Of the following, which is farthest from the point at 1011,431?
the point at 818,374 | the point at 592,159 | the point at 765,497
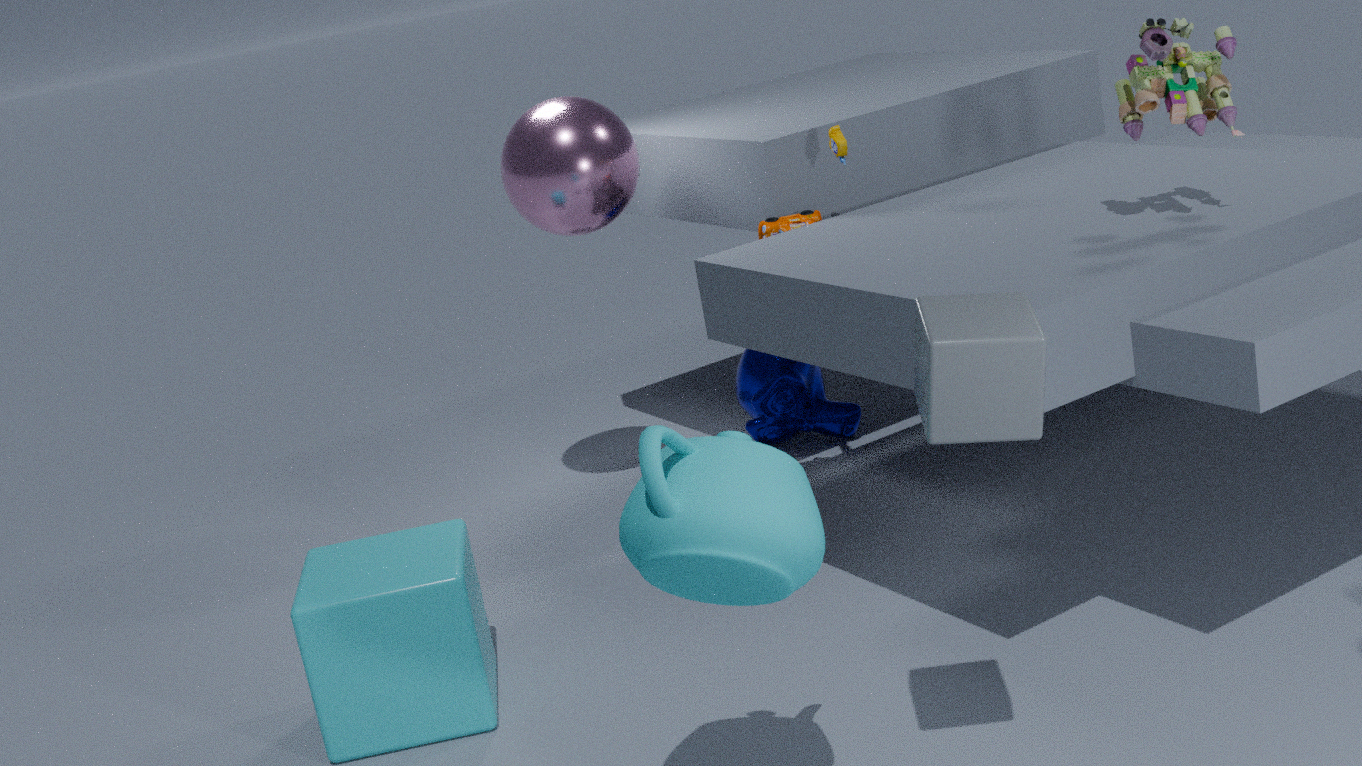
the point at 818,374
